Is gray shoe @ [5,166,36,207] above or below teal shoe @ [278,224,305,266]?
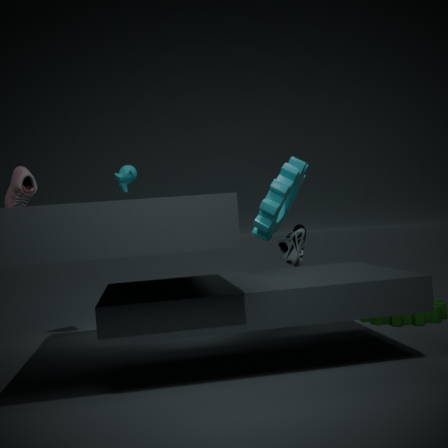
above
